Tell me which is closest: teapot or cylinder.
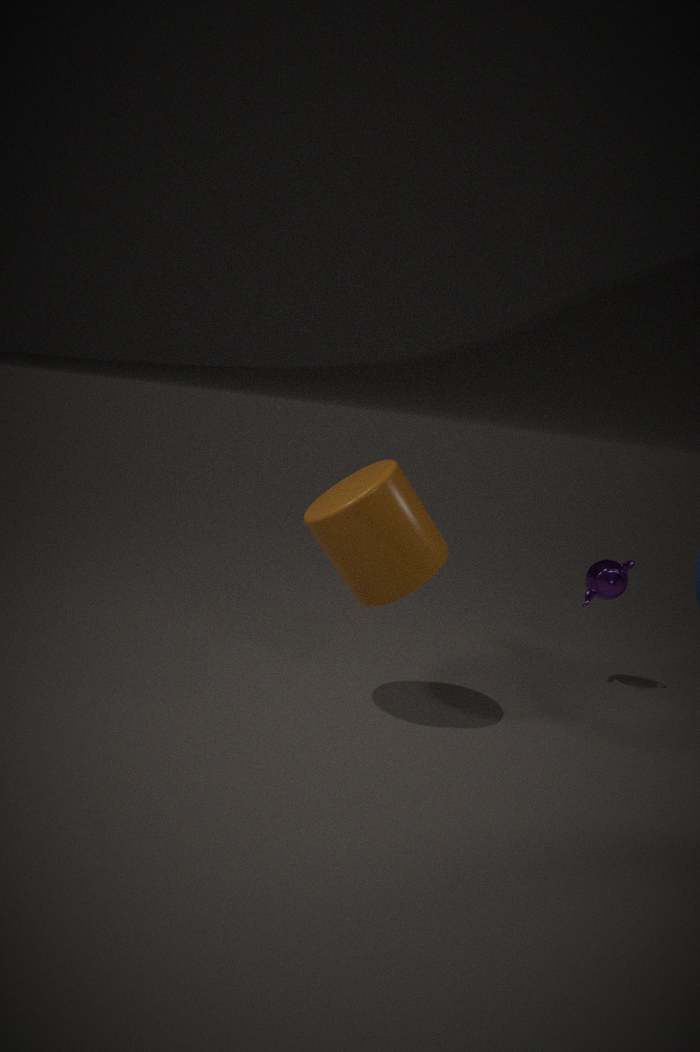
cylinder
